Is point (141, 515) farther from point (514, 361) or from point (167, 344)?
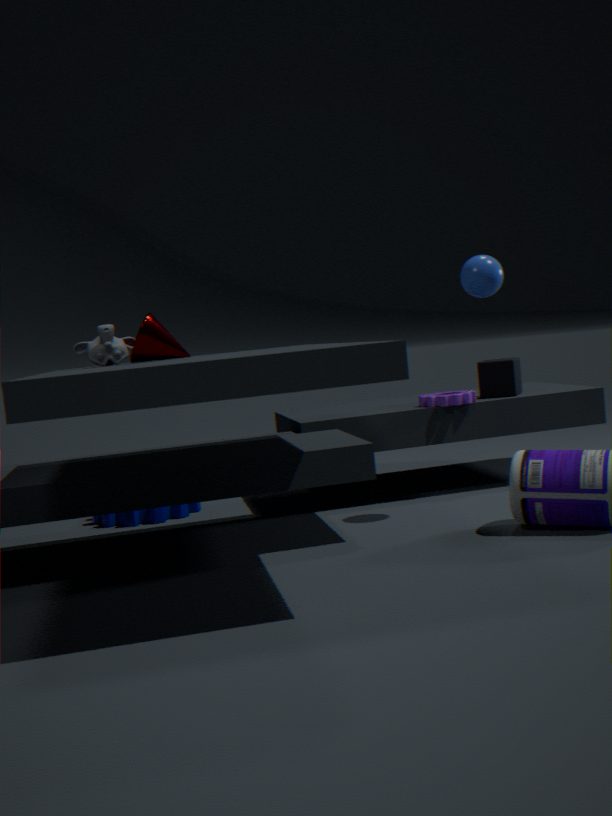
point (514, 361)
